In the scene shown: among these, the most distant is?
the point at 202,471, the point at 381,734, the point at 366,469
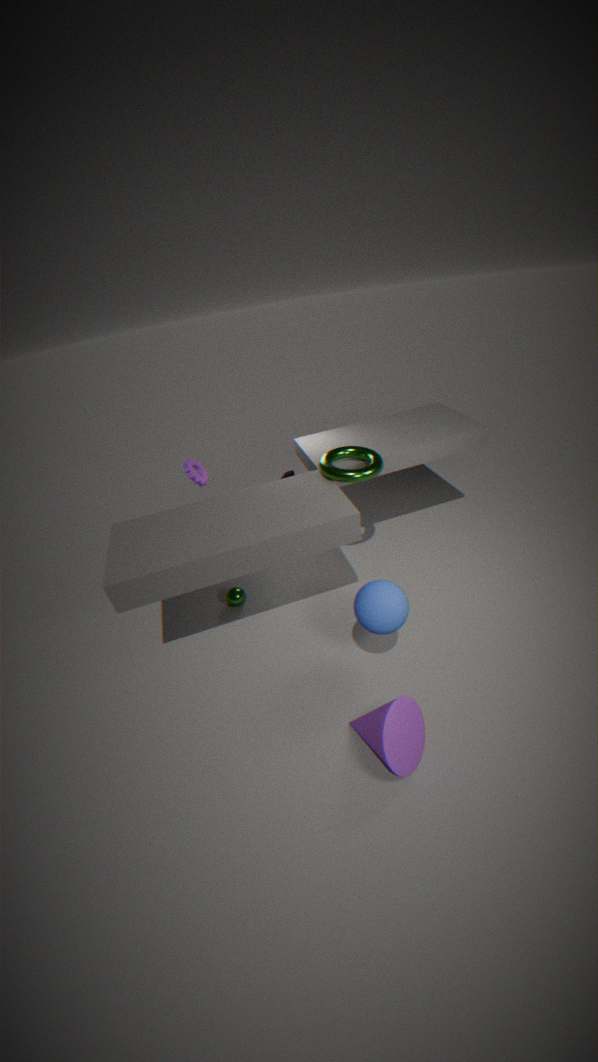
the point at 202,471
